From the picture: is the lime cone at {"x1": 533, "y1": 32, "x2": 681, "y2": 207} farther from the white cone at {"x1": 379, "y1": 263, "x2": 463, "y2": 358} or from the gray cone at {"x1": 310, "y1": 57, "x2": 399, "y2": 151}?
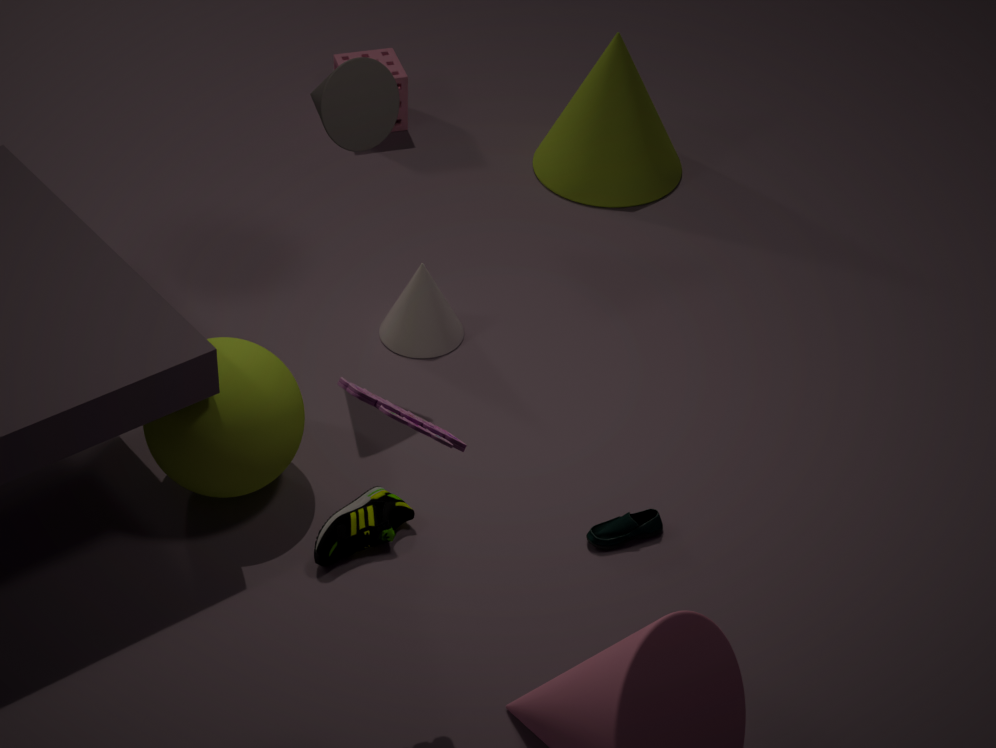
the gray cone at {"x1": 310, "y1": 57, "x2": 399, "y2": 151}
